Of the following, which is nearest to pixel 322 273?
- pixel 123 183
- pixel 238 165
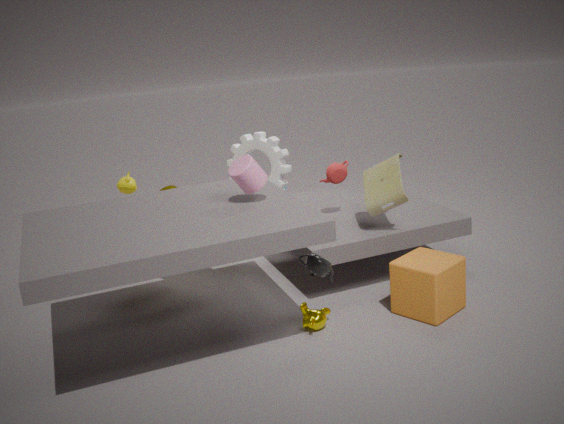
pixel 238 165
